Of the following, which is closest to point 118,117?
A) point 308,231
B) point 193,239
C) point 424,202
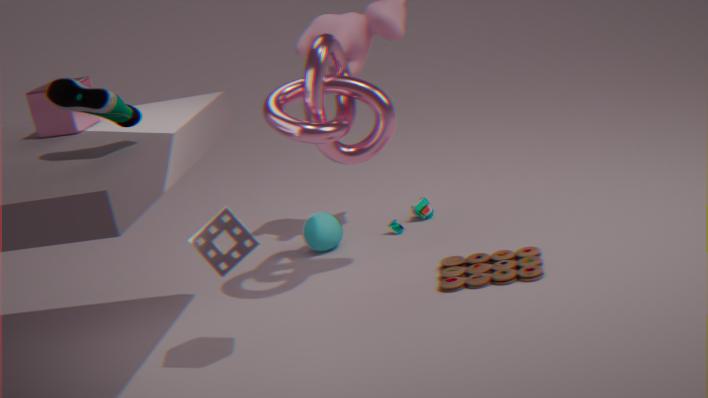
point 193,239
